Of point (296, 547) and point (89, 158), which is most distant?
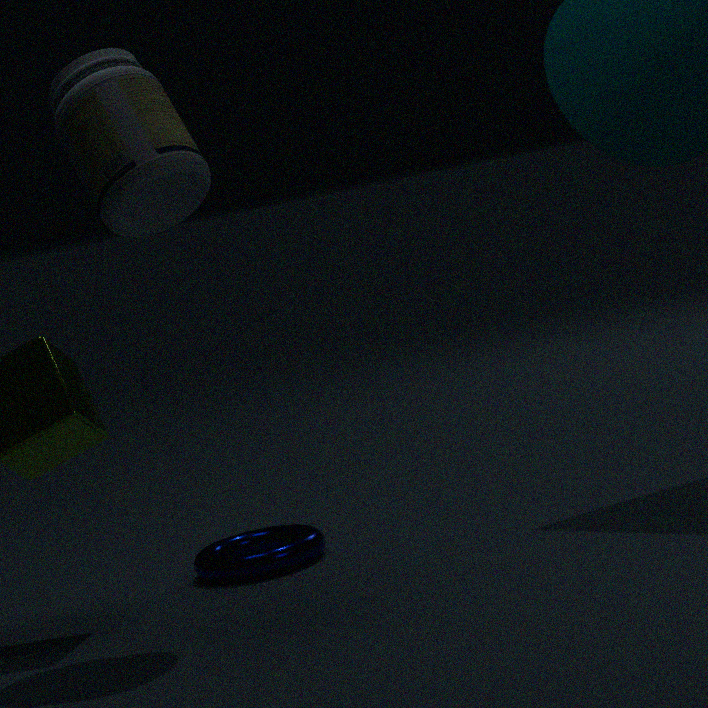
point (296, 547)
